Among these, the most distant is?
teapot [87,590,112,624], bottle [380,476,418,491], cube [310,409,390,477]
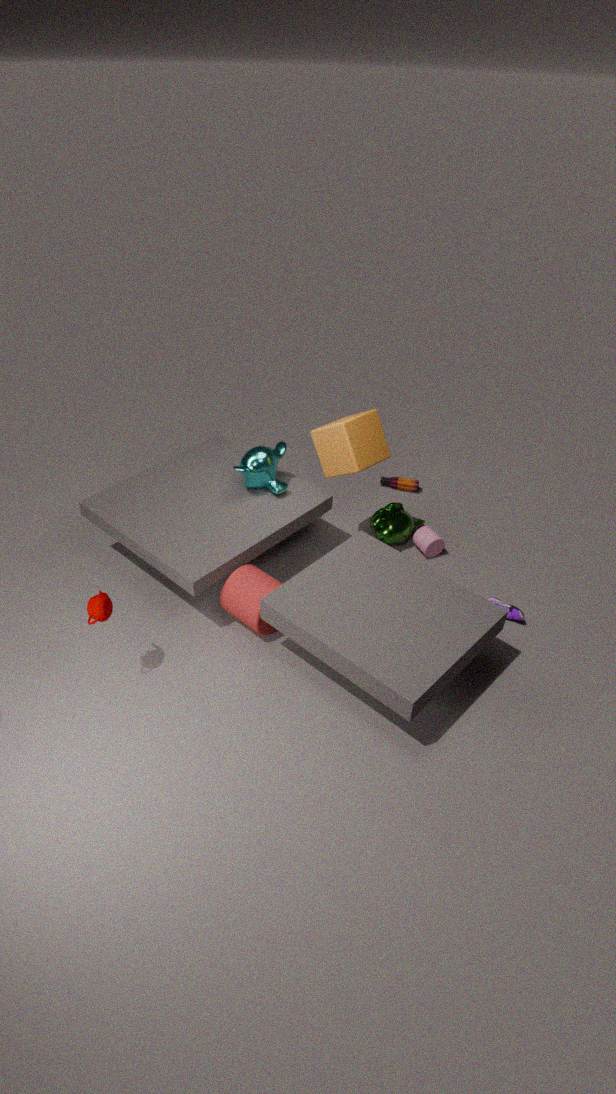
bottle [380,476,418,491]
